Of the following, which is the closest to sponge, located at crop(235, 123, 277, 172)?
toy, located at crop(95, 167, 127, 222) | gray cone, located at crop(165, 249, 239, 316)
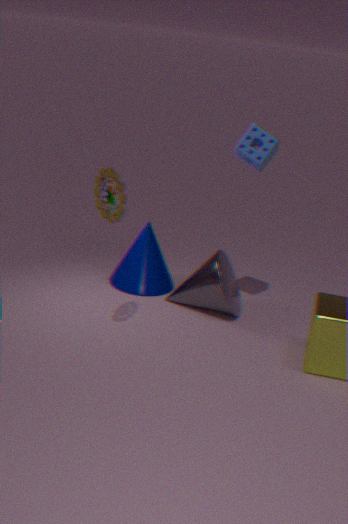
gray cone, located at crop(165, 249, 239, 316)
